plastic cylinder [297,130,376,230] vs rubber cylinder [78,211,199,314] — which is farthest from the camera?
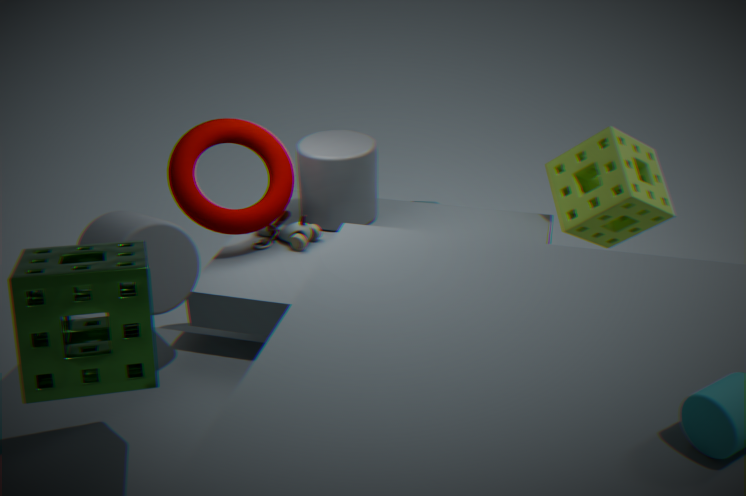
plastic cylinder [297,130,376,230]
